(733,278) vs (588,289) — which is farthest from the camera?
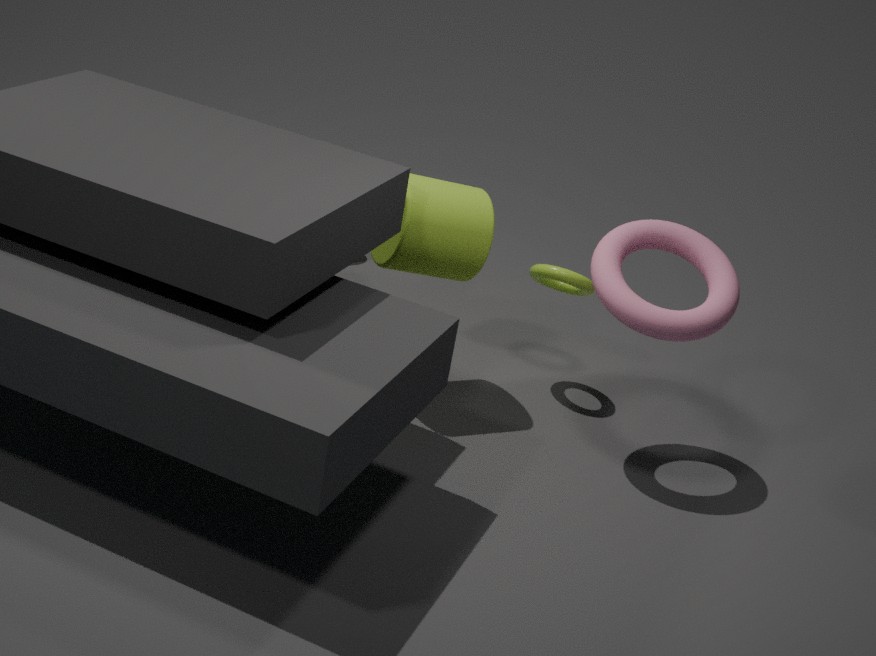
(588,289)
